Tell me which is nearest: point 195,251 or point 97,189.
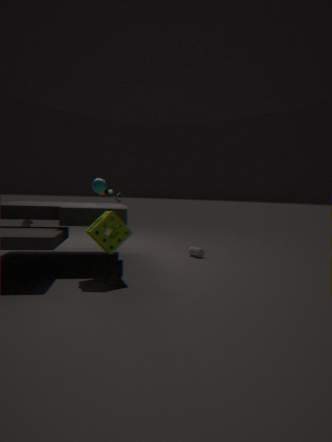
point 97,189
